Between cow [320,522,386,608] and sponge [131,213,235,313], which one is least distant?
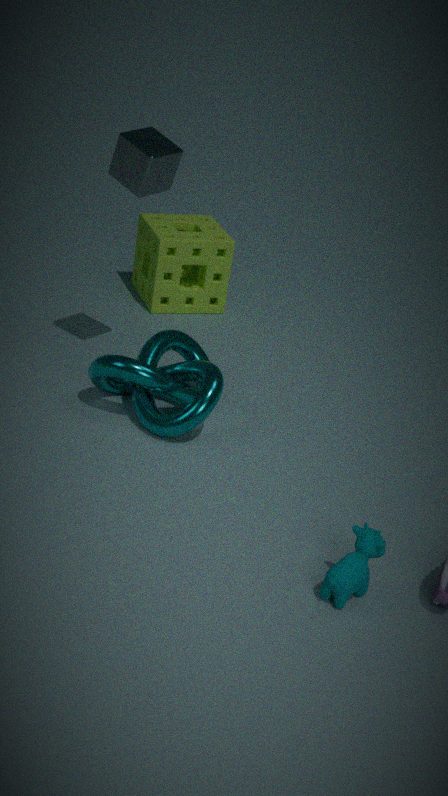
cow [320,522,386,608]
